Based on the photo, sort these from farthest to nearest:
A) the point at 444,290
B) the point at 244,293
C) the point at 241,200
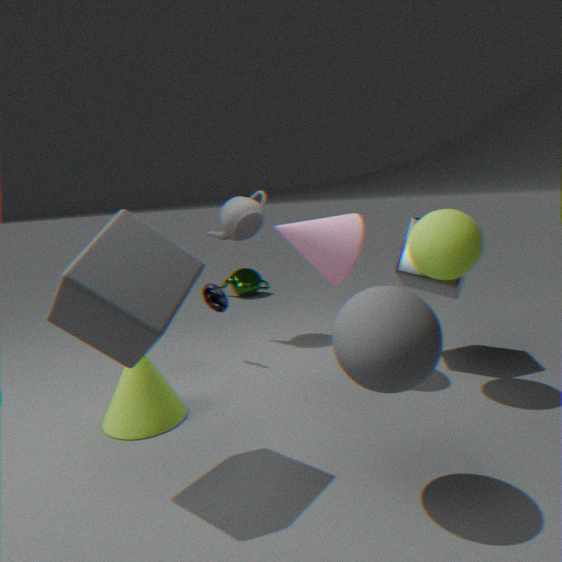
the point at 244,293 < the point at 241,200 < the point at 444,290
